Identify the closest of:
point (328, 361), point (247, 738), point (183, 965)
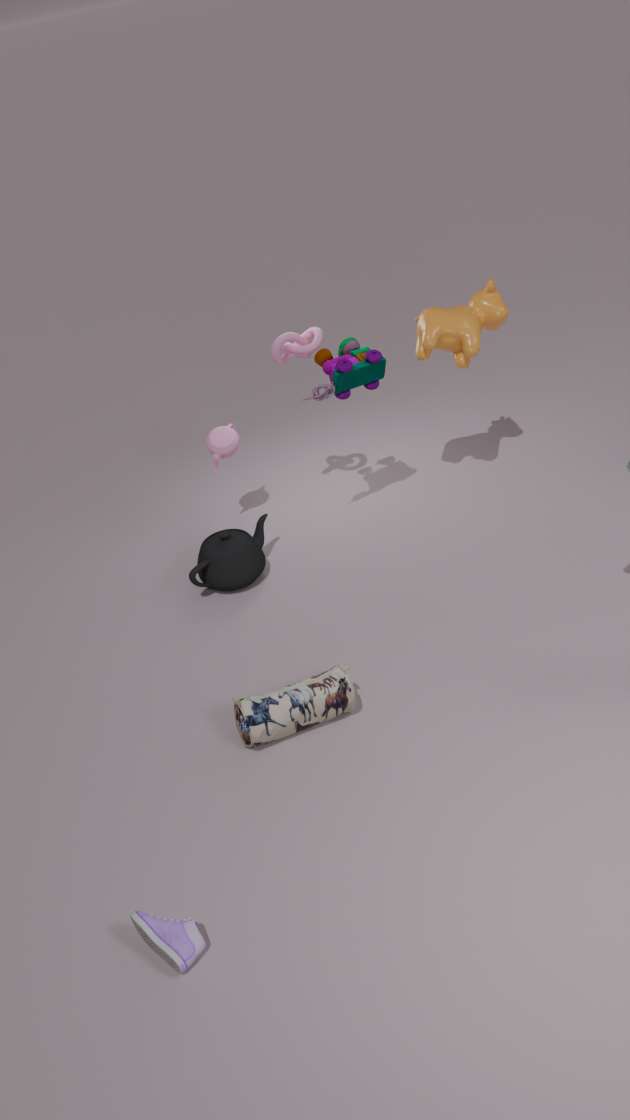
point (183, 965)
